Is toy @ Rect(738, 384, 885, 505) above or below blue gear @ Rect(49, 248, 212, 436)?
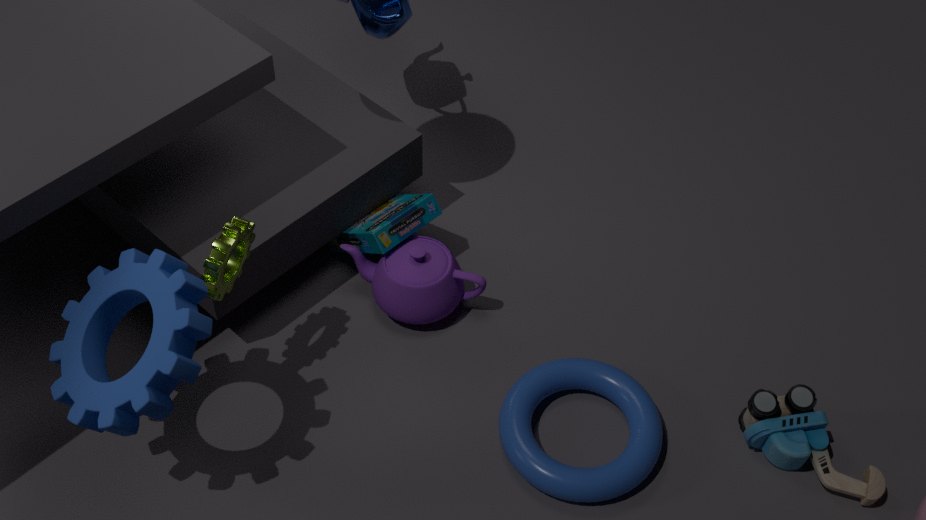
below
